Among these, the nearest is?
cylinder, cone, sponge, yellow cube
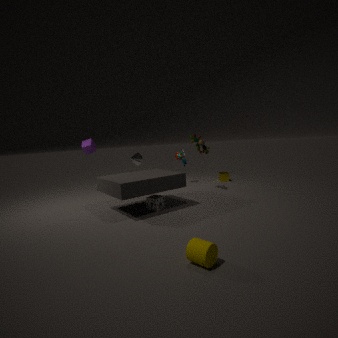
cylinder
